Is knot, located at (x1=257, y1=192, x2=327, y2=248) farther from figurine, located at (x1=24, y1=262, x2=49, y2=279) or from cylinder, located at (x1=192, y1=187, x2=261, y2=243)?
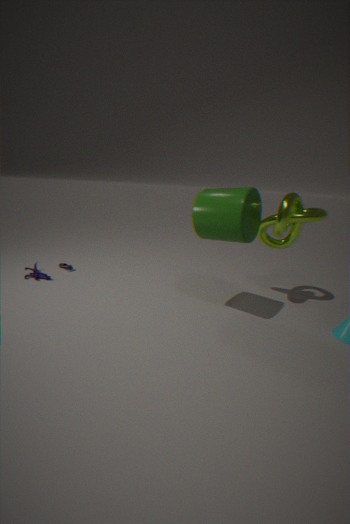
figurine, located at (x1=24, y1=262, x2=49, y2=279)
